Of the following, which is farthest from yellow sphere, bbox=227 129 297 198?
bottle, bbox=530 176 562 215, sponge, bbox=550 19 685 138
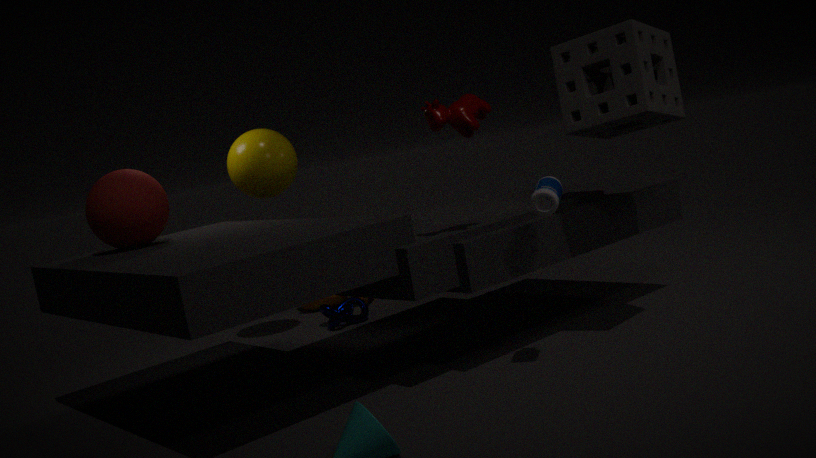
bottle, bbox=530 176 562 215
